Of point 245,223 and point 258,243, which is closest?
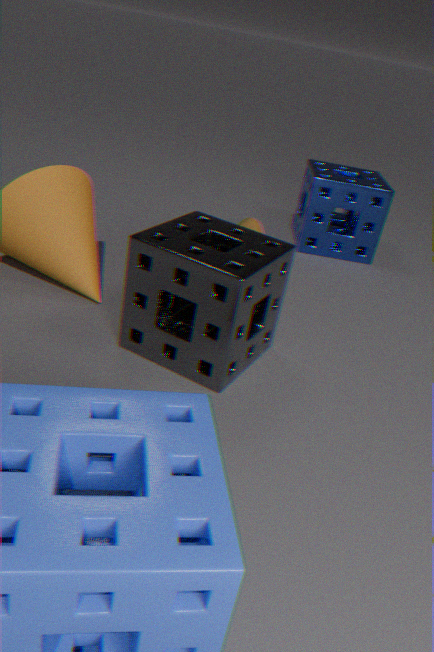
point 258,243
